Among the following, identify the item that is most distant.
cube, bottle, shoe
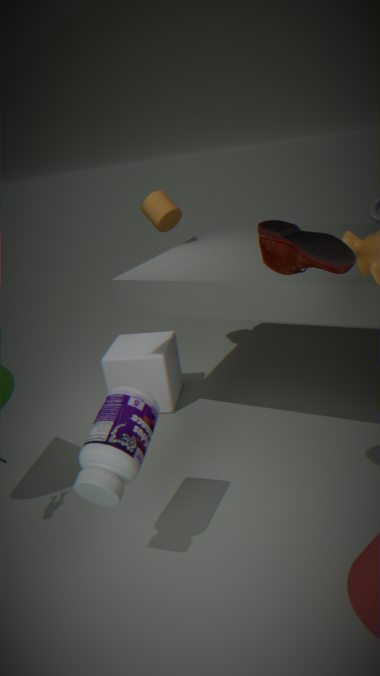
cube
